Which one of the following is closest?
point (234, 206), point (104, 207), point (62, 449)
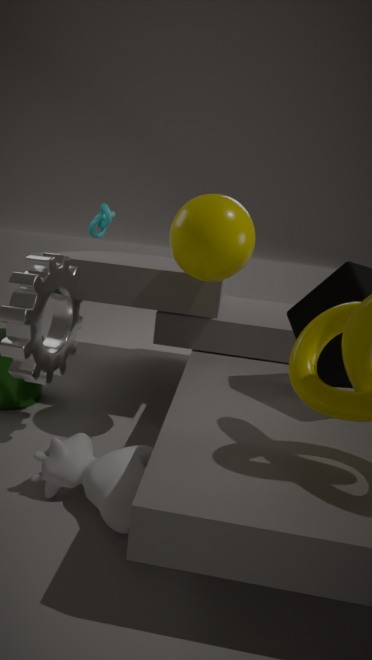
point (62, 449)
